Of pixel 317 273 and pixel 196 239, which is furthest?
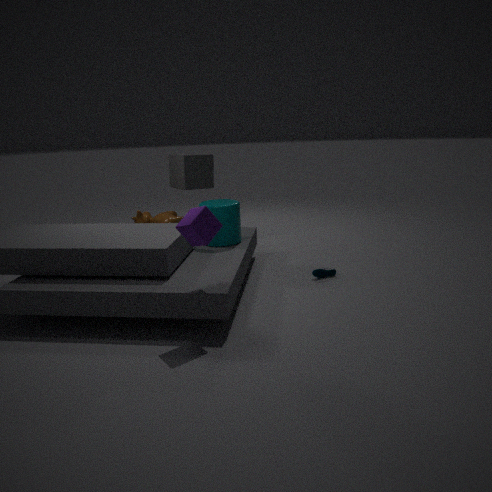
pixel 317 273
